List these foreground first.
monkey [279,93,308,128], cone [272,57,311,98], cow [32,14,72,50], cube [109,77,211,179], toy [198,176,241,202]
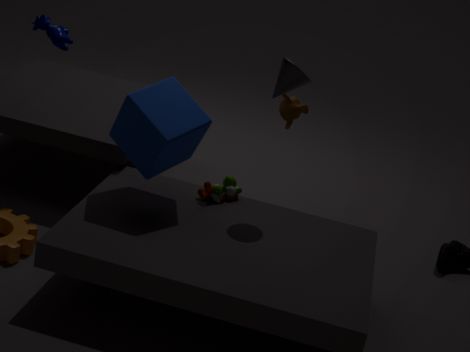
1. cube [109,77,211,179]
2. cone [272,57,311,98]
3. toy [198,176,241,202]
4. cow [32,14,72,50]
5. monkey [279,93,308,128]
